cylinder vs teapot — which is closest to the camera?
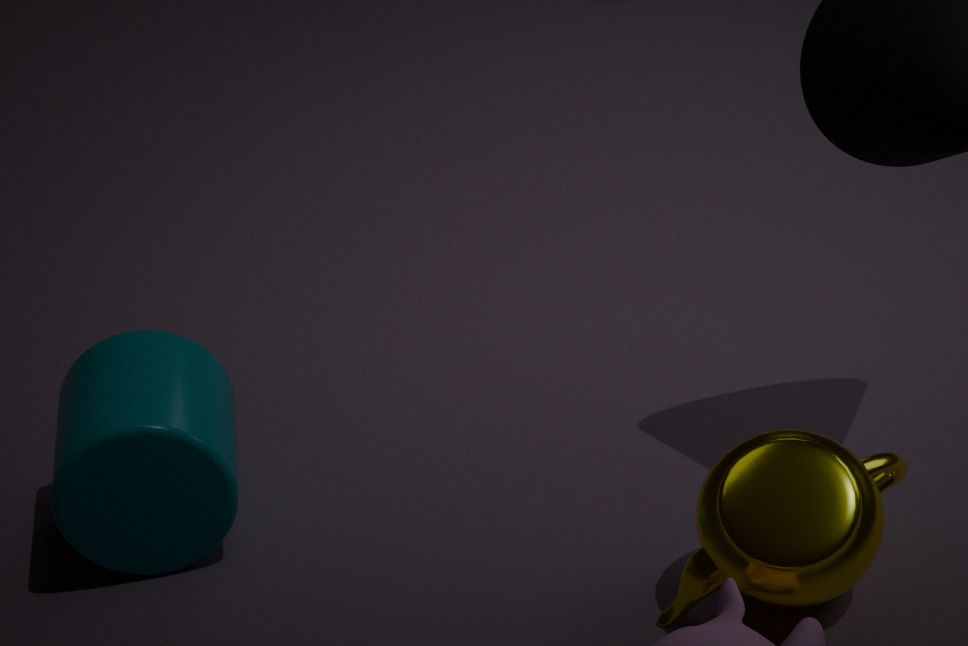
teapot
